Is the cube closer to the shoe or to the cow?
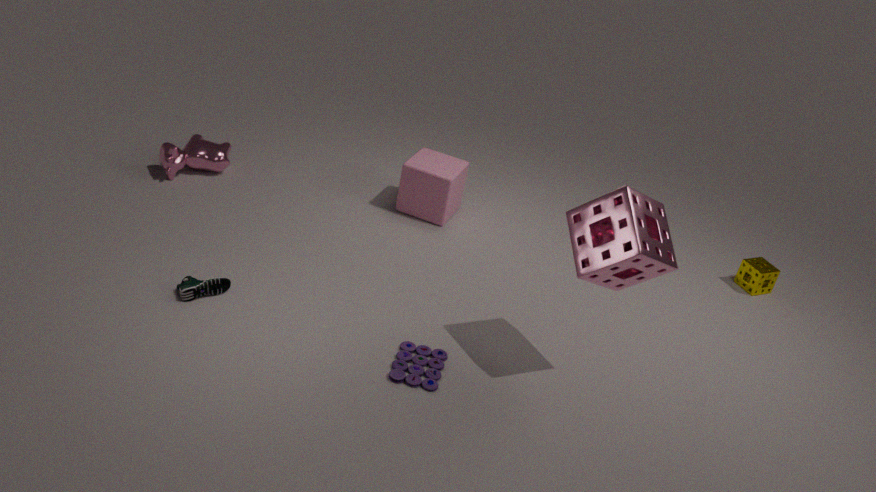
the cow
